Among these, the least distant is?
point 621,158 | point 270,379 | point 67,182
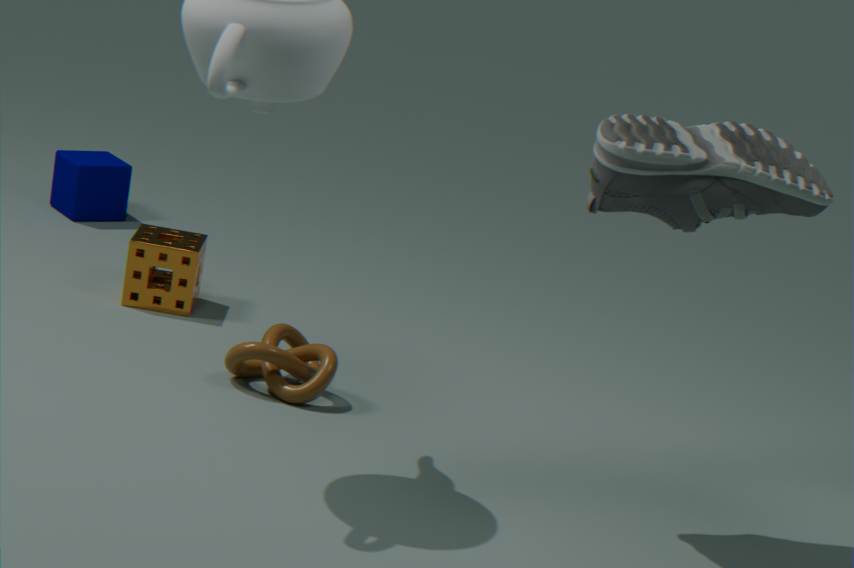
point 621,158
